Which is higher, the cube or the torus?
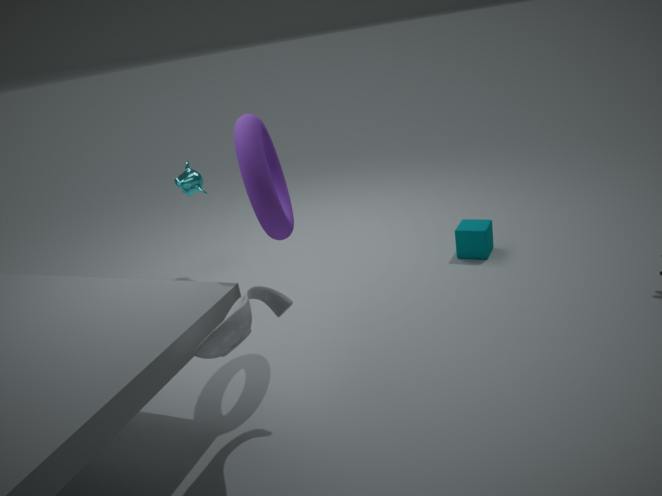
the torus
